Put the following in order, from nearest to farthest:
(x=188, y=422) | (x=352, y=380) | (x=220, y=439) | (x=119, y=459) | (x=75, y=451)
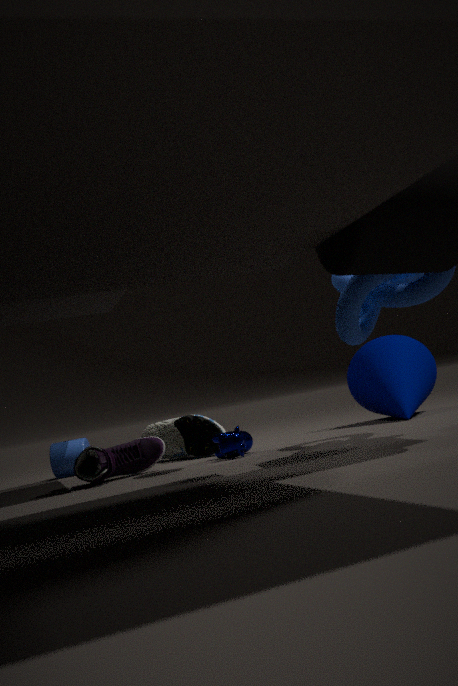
(x=220, y=439) < (x=119, y=459) < (x=188, y=422) < (x=352, y=380) < (x=75, y=451)
